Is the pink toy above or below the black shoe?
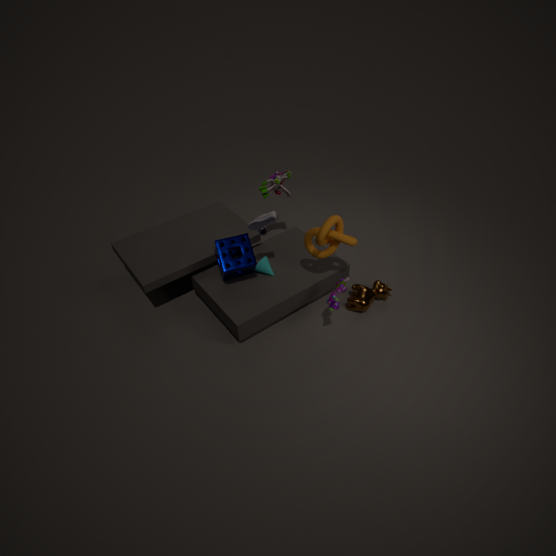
below
